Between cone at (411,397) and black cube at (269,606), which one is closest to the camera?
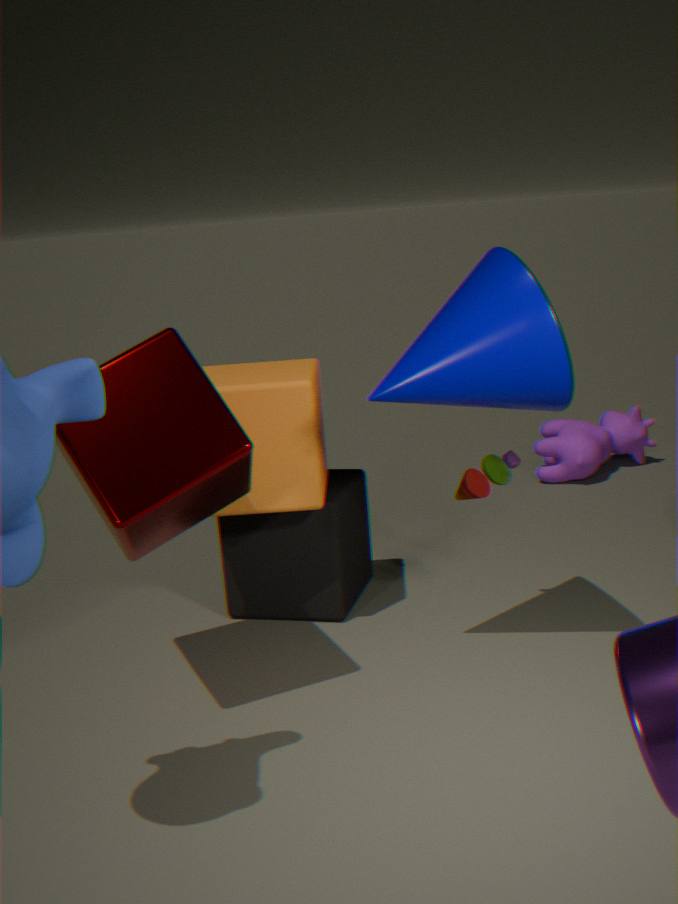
cone at (411,397)
